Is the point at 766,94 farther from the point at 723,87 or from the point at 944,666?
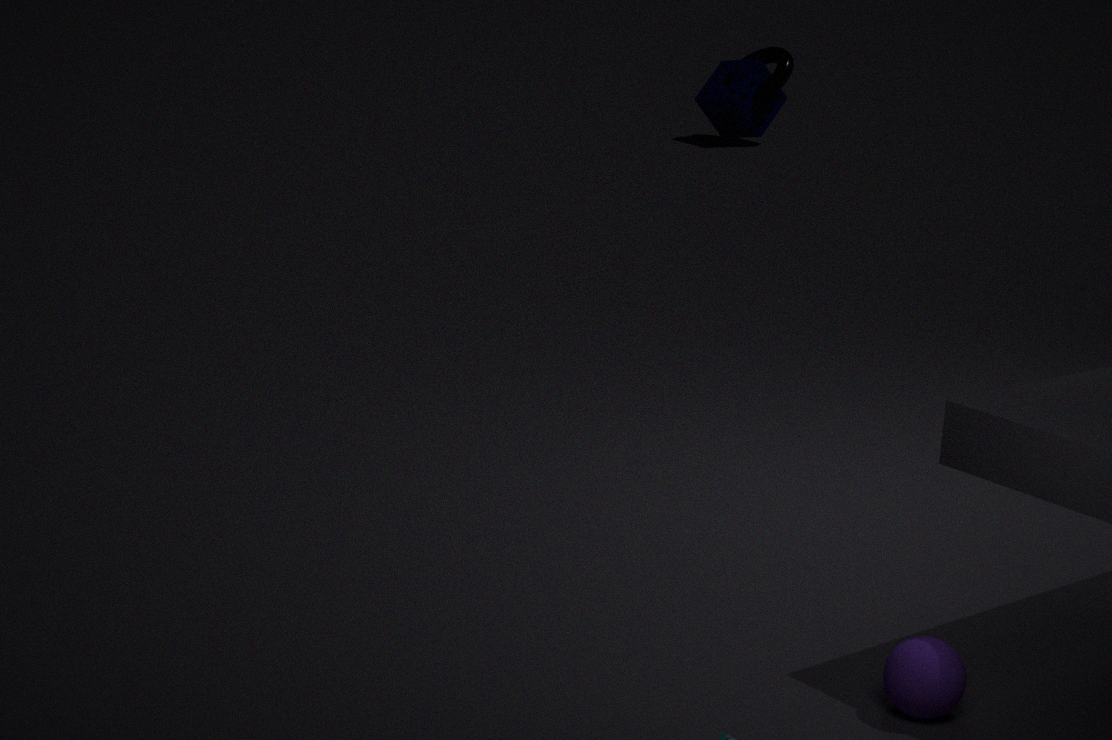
the point at 944,666
